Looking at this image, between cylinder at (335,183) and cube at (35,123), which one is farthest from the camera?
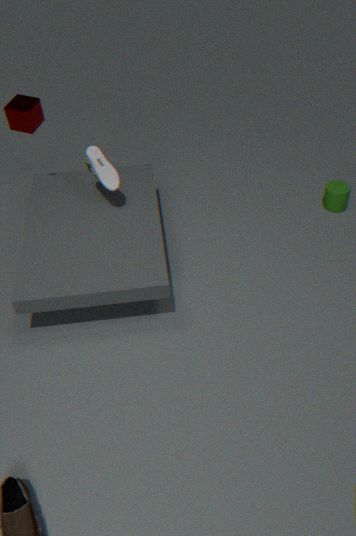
cylinder at (335,183)
